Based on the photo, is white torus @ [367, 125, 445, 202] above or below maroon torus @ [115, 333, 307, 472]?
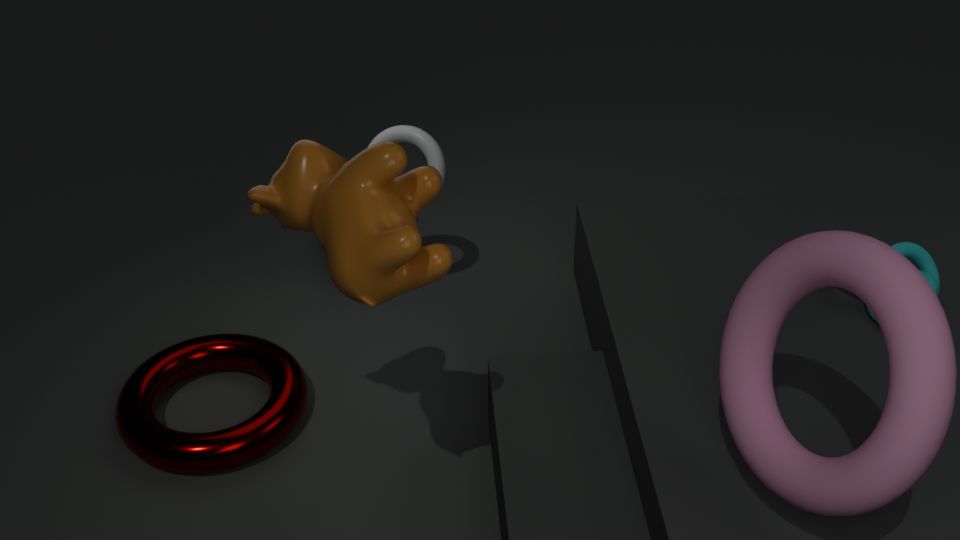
above
